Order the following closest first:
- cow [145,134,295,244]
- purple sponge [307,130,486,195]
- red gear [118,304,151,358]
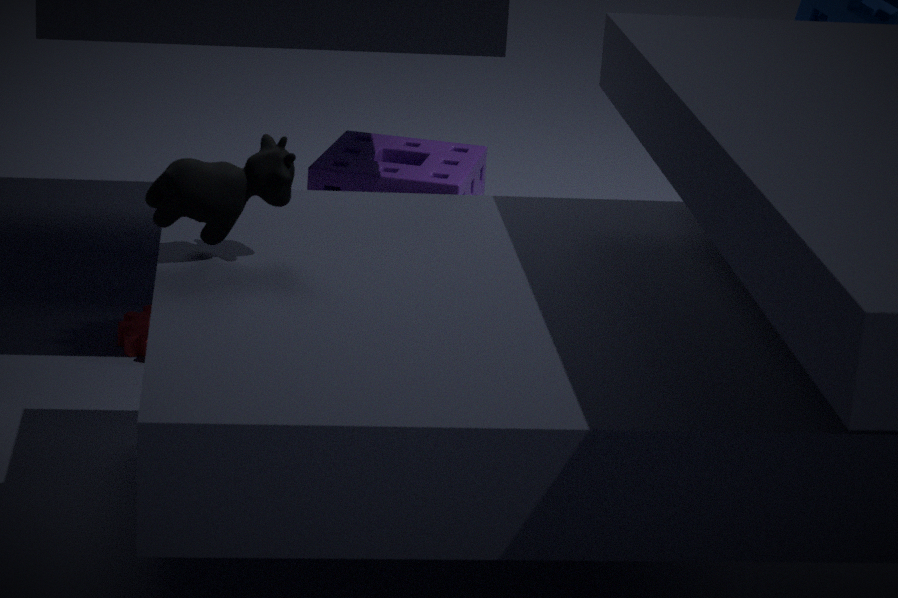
cow [145,134,295,244] < red gear [118,304,151,358] < purple sponge [307,130,486,195]
